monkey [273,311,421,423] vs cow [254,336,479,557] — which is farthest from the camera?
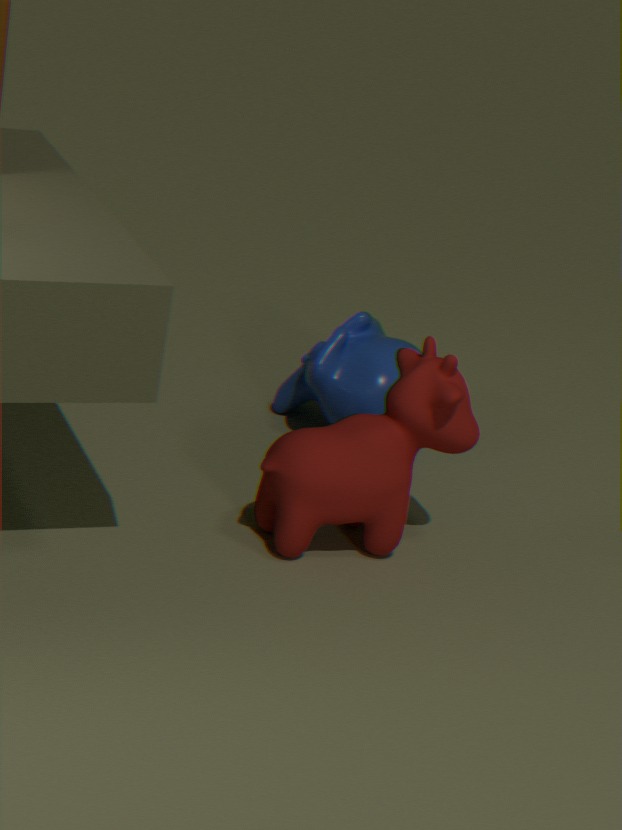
monkey [273,311,421,423]
